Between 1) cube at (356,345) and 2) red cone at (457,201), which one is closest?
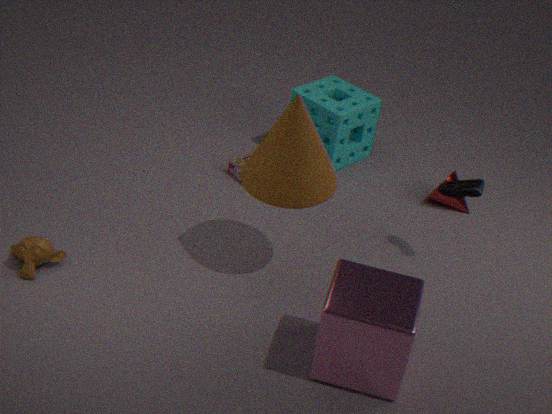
1. cube at (356,345)
